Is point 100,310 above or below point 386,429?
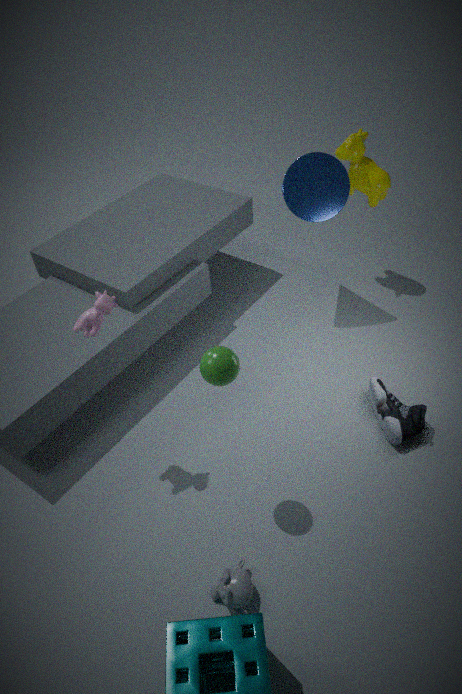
above
